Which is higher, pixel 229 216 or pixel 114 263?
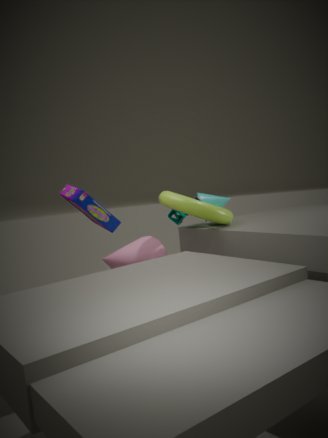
pixel 229 216
